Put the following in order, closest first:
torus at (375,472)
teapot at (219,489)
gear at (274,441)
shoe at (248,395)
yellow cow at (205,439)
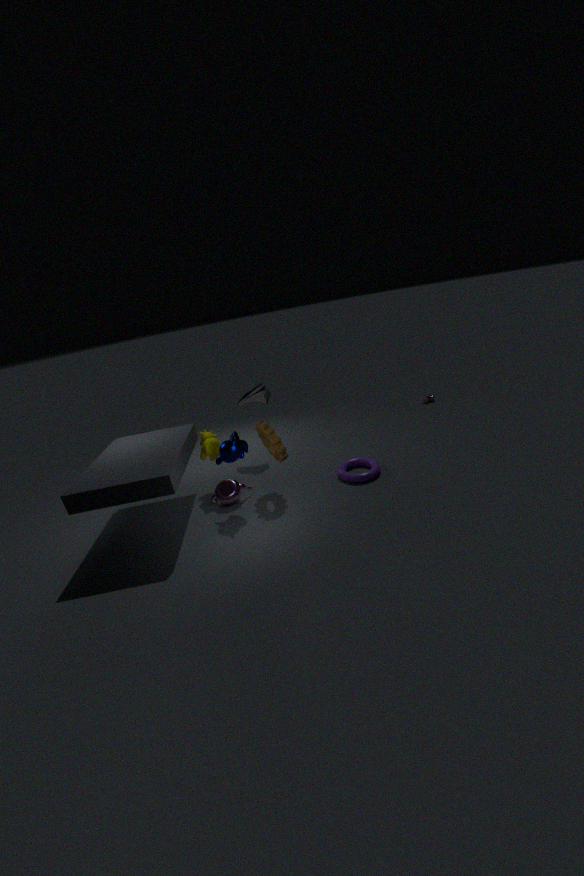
gear at (274,441), teapot at (219,489), torus at (375,472), yellow cow at (205,439), shoe at (248,395)
